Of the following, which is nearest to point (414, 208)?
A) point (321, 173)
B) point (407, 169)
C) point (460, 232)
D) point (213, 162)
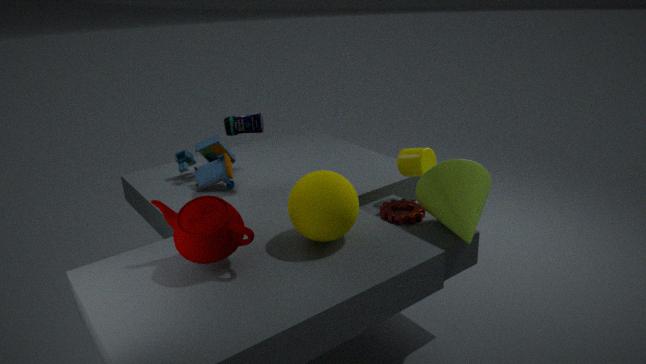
point (407, 169)
